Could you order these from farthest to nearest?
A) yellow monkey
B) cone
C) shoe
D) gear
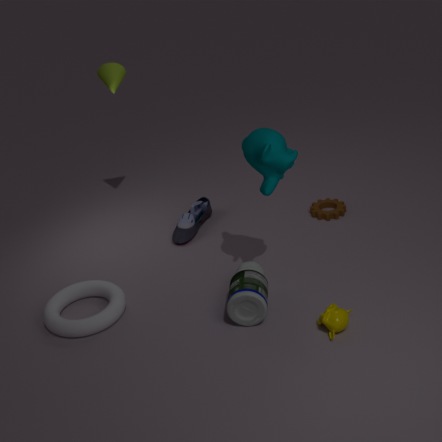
gear
cone
shoe
yellow monkey
